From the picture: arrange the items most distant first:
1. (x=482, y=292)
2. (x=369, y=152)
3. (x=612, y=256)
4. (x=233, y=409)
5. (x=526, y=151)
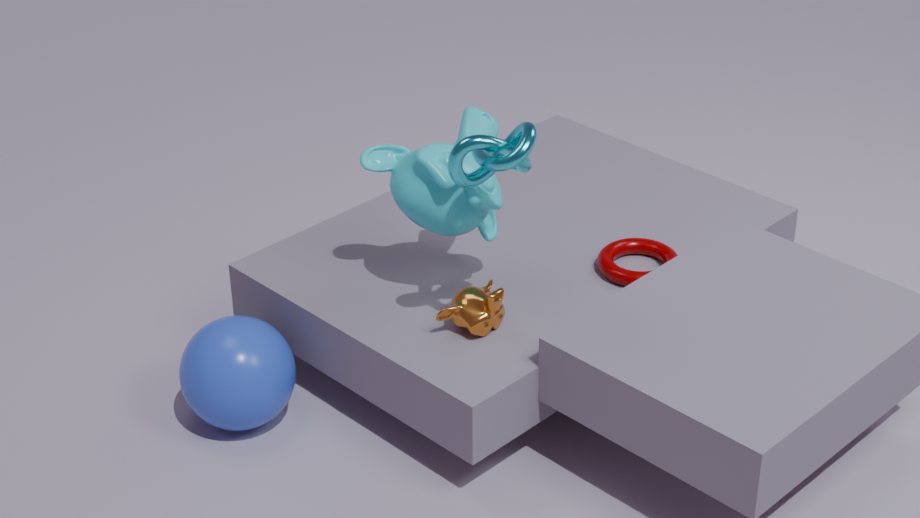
(x=612, y=256) < (x=369, y=152) < (x=233, y=409) < (x=482, y=292) < (x=526, y=151)
